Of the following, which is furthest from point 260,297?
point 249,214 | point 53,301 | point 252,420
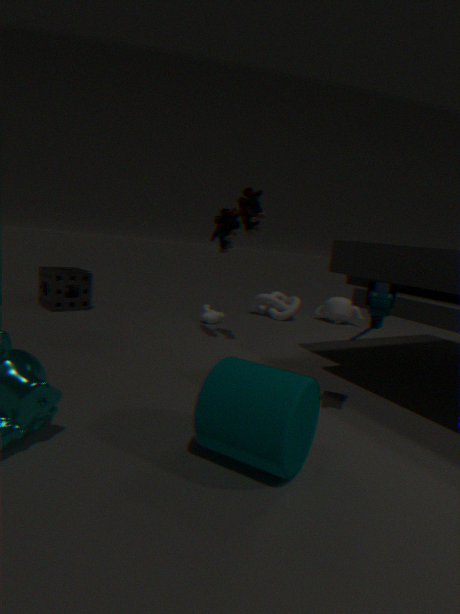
point 252,420
